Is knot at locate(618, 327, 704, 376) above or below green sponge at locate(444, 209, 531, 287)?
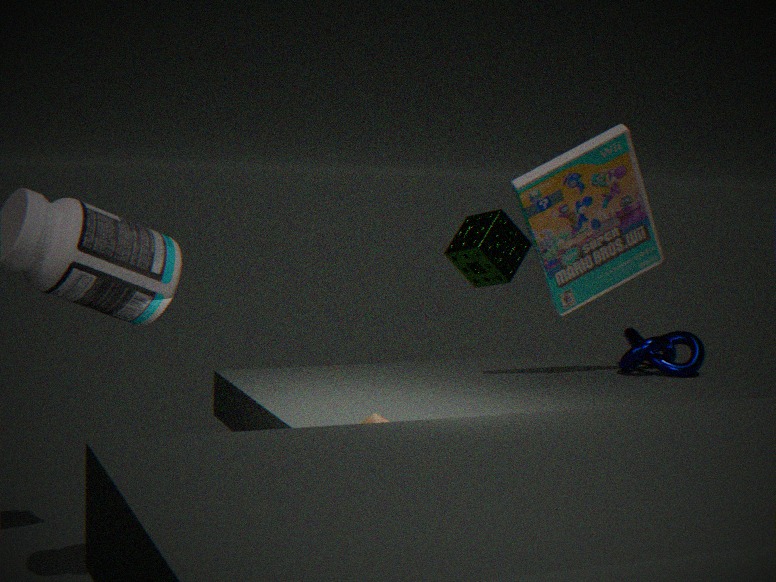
below
